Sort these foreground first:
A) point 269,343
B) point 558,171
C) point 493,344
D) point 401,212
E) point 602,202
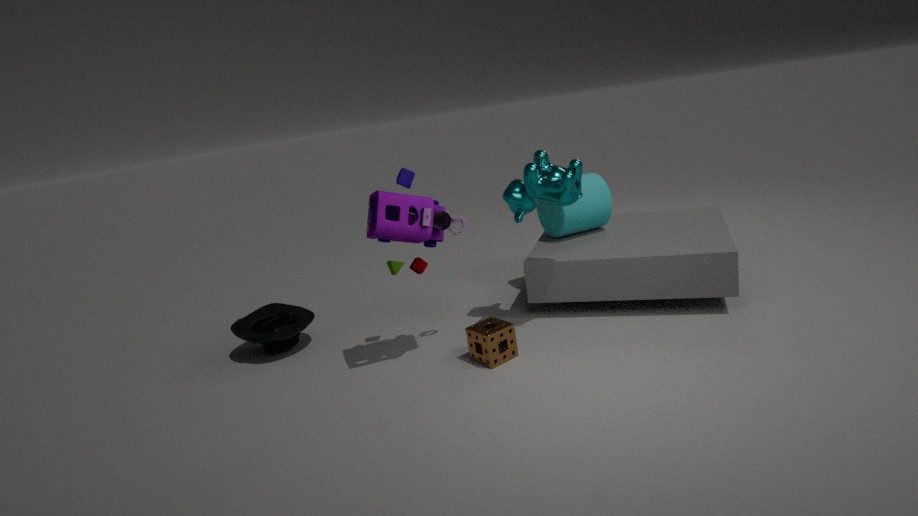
1. point 401,212
2. point 493,344
3. point 558,171
4. point 269,343
5. point 602,202
